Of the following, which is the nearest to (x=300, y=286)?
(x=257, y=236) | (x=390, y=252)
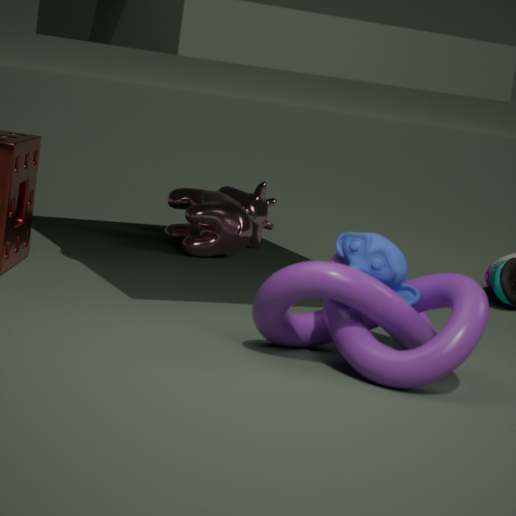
(x=390, y=252)
